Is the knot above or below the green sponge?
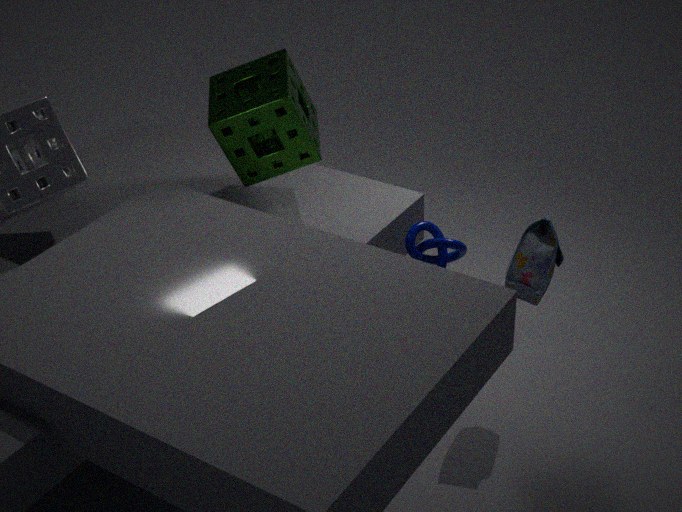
below
